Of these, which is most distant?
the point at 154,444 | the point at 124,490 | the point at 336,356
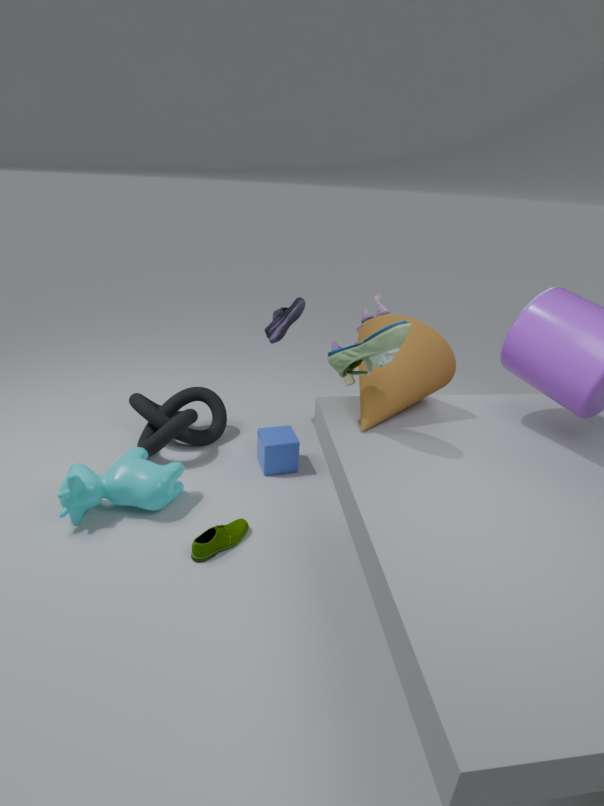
the point at 154,444
